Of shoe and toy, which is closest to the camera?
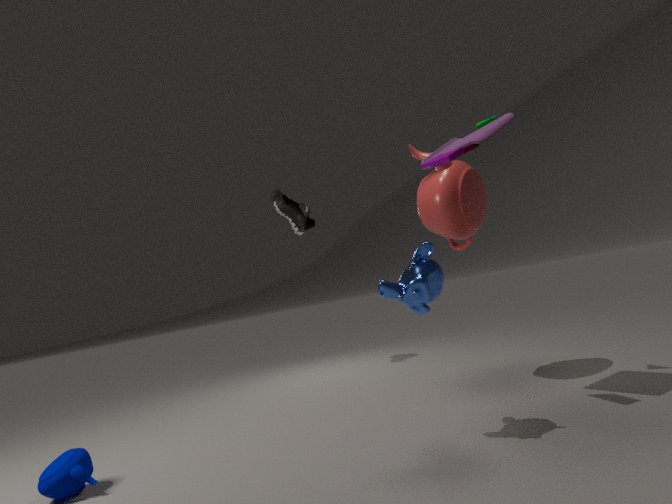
toy
